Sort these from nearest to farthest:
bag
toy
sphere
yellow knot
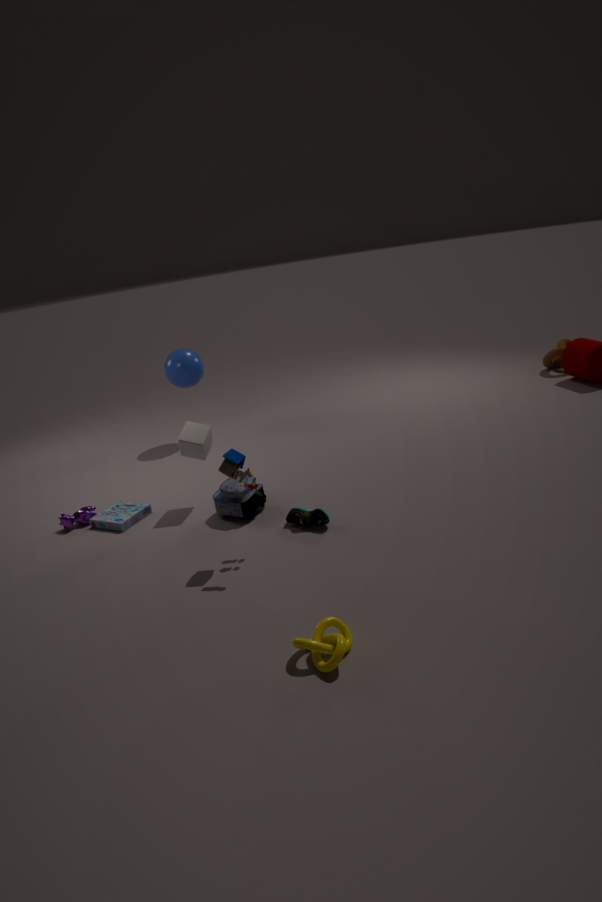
1. yellow knot
2. toy
3. bag
4. sphere
